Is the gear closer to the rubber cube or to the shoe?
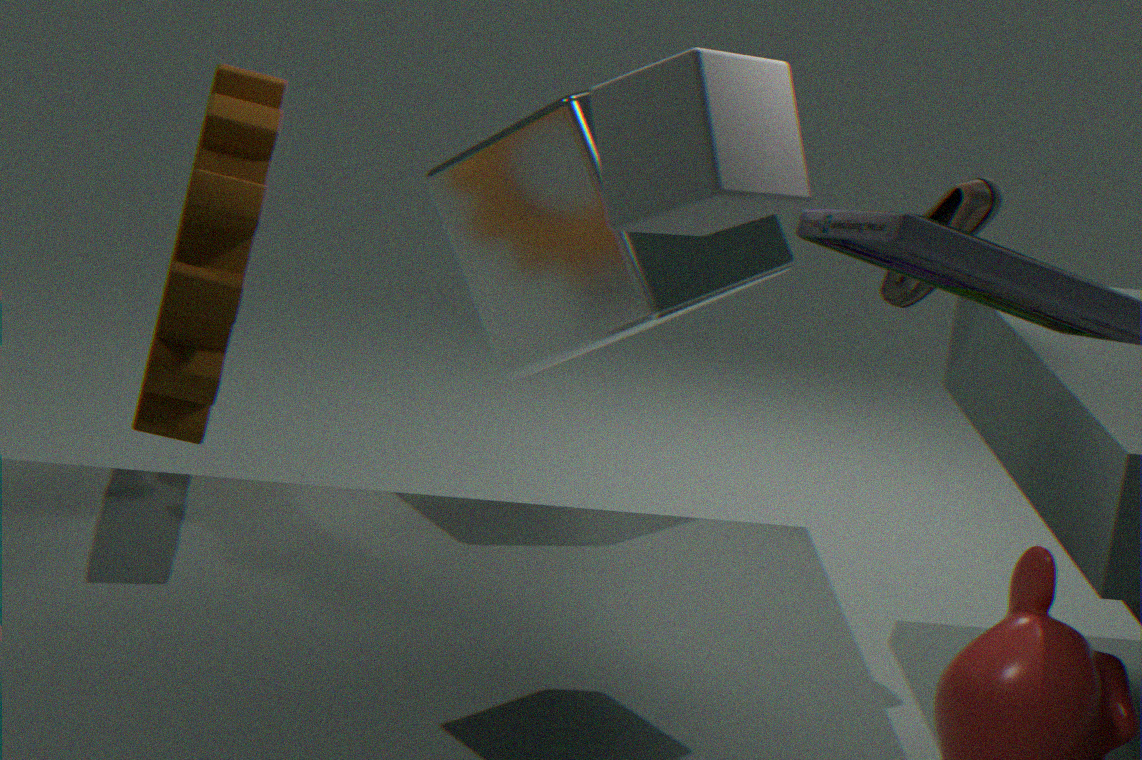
the rubber cube
